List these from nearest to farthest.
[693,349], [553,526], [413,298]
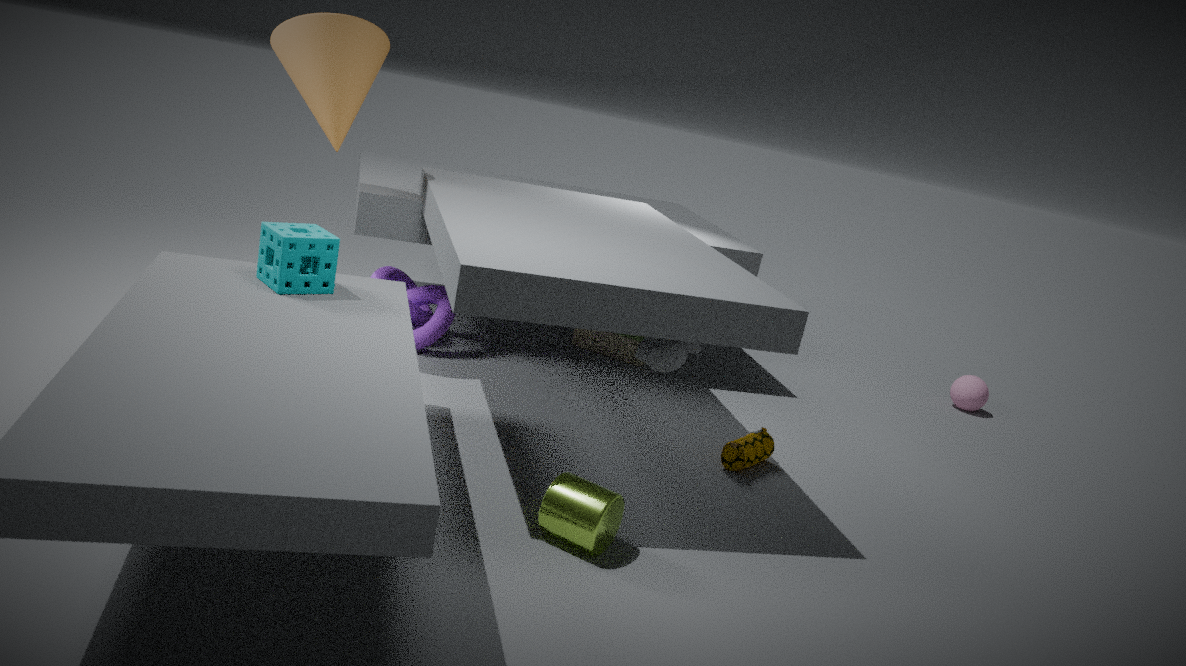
[553,526] < [693,349] < [413,298]
